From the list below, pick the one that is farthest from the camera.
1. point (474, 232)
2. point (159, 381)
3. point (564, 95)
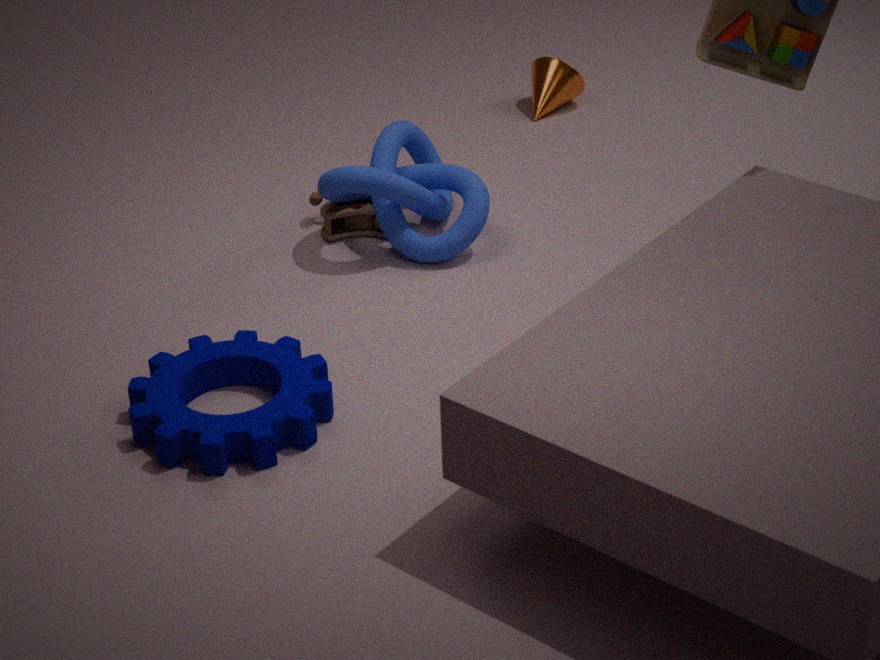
point (564, 95)
